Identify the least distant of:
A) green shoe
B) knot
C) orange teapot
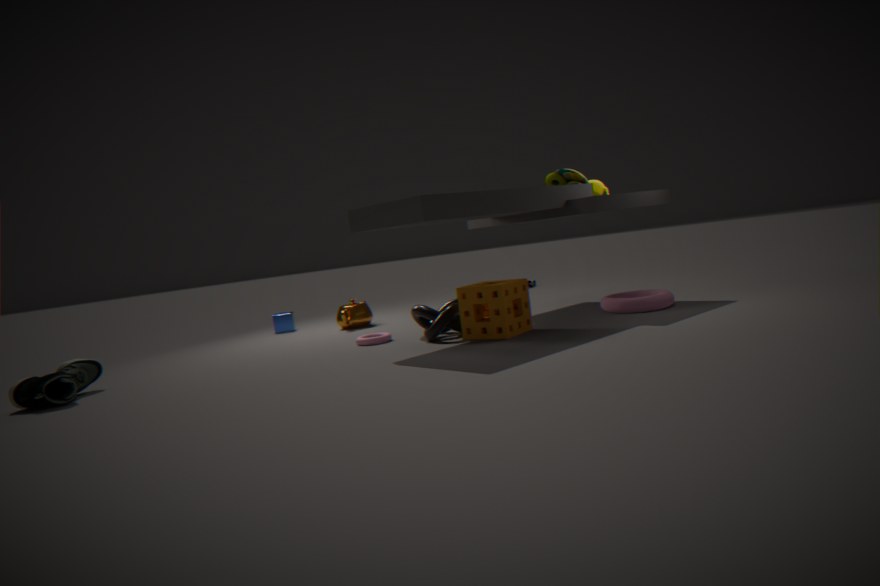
green shoe
